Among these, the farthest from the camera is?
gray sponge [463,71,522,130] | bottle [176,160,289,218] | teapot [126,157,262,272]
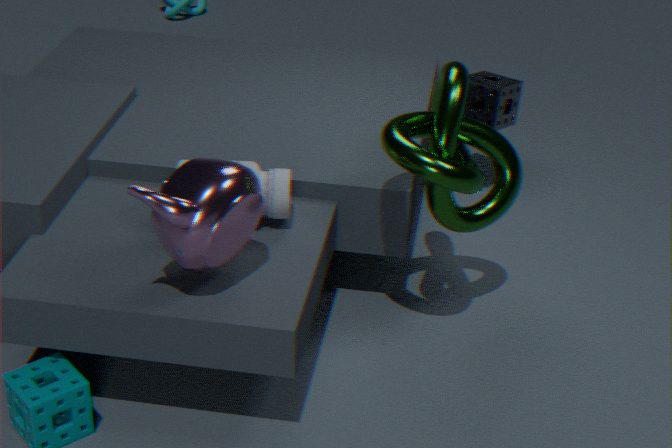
gray sponge [463,71,522,130]
